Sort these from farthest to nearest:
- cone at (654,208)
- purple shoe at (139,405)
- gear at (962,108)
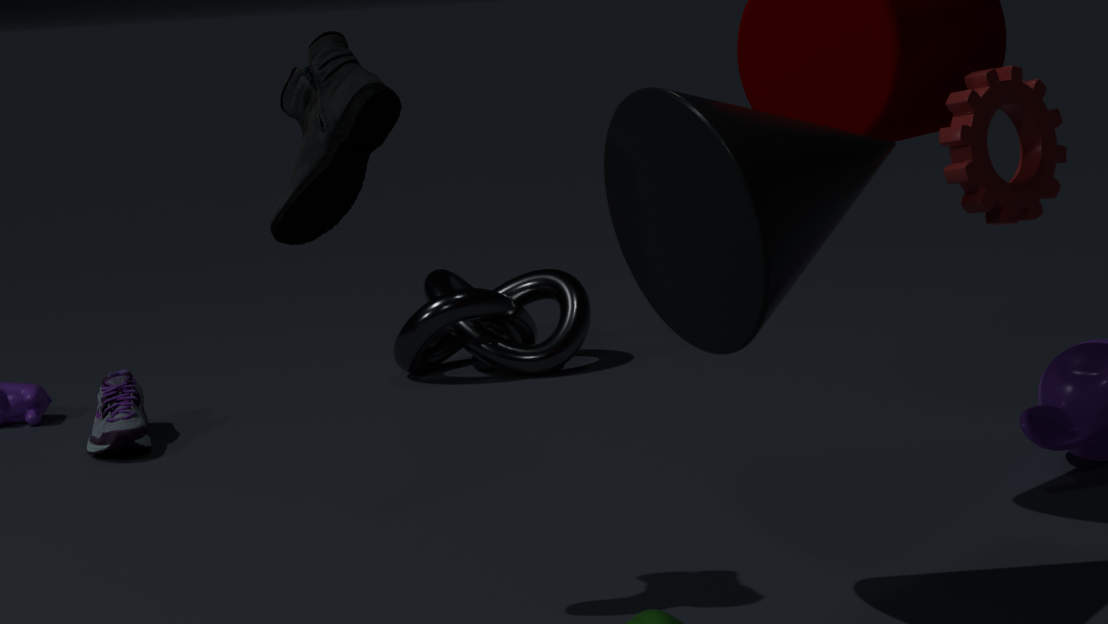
purple shoe at (139,405)
gear at (962,108)
cone at (654,208)
